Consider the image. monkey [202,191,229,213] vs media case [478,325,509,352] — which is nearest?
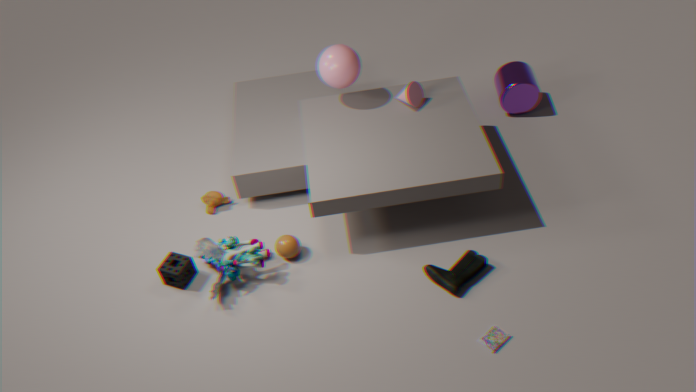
media case [478,325,509,352]
